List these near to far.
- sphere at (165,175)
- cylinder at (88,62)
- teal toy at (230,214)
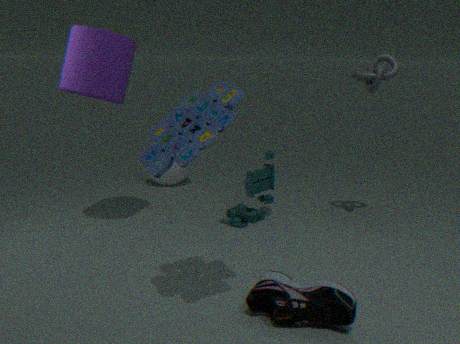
cylinder at (88,62) < teal toy at (230,214) < sphere at (165,175)
